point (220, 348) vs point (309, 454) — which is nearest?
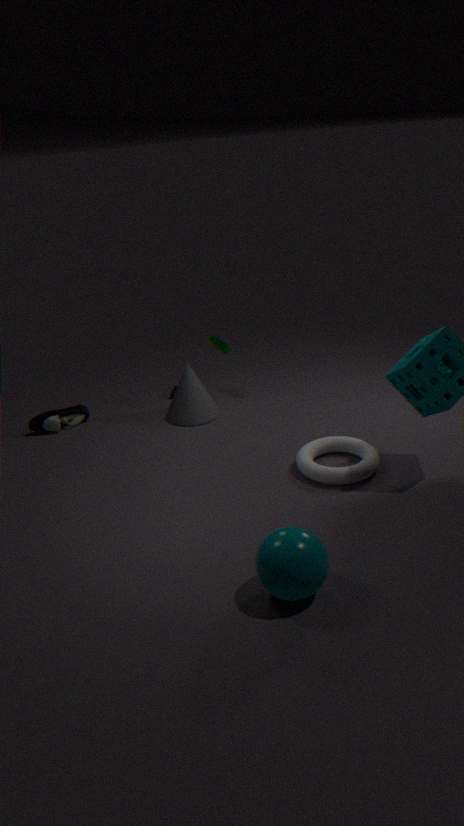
point (309, 454)
